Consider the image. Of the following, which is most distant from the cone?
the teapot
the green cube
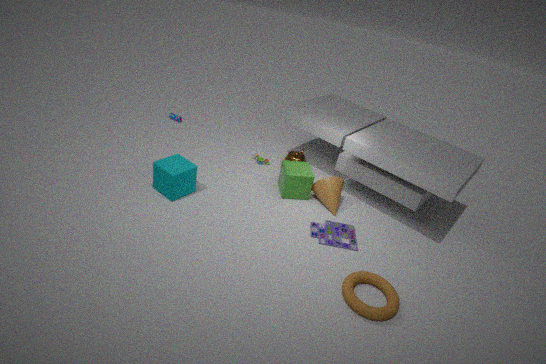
the teapot
